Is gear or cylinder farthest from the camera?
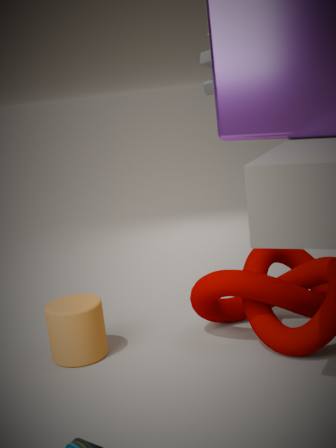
gear
